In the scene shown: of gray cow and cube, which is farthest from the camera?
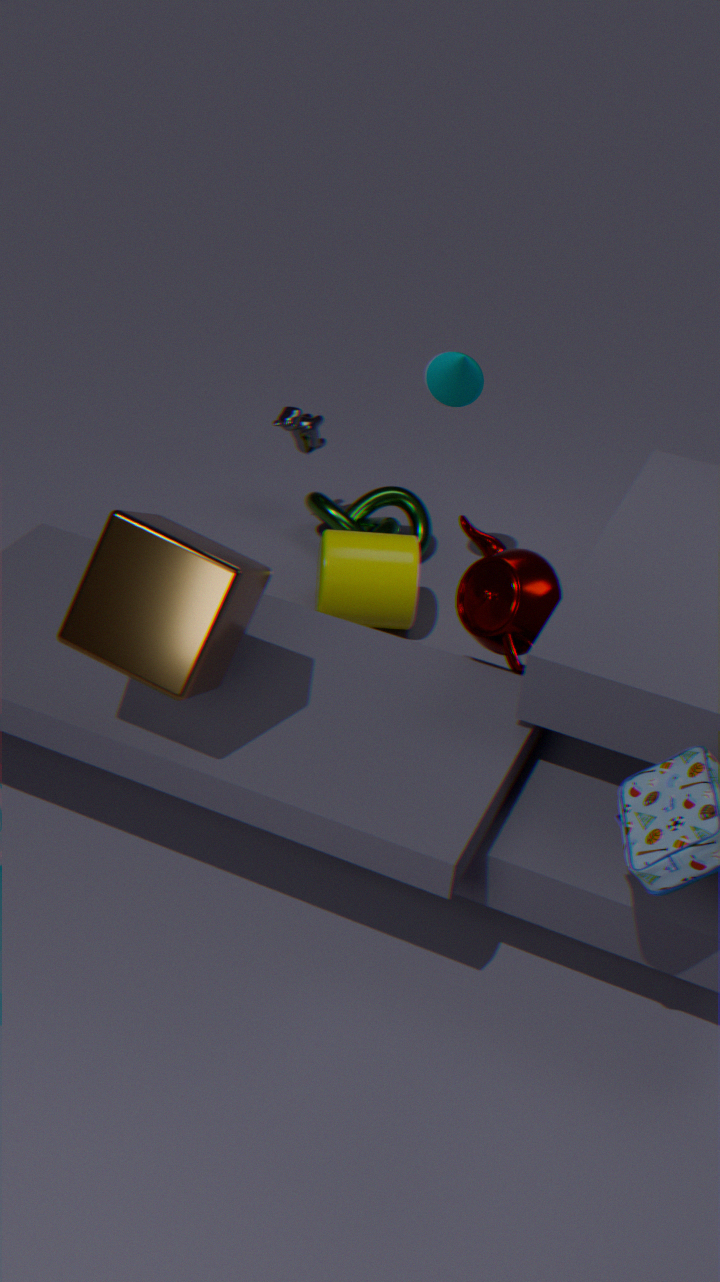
gray cow
